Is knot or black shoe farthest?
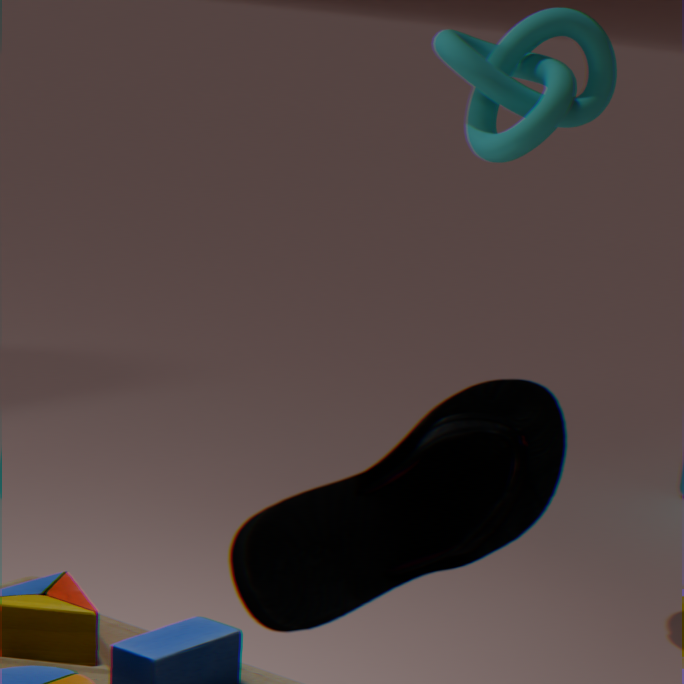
knot
